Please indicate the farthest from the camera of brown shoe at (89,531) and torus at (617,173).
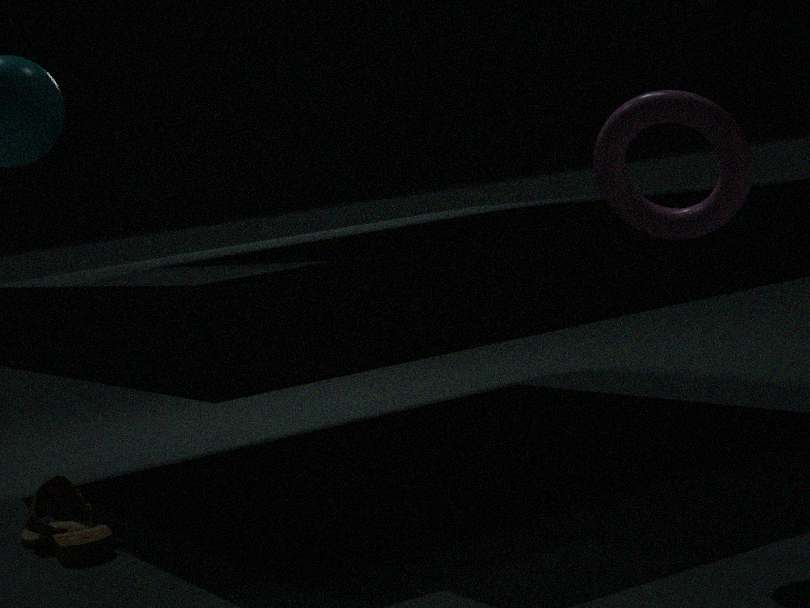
brown shoe at (89,531)
